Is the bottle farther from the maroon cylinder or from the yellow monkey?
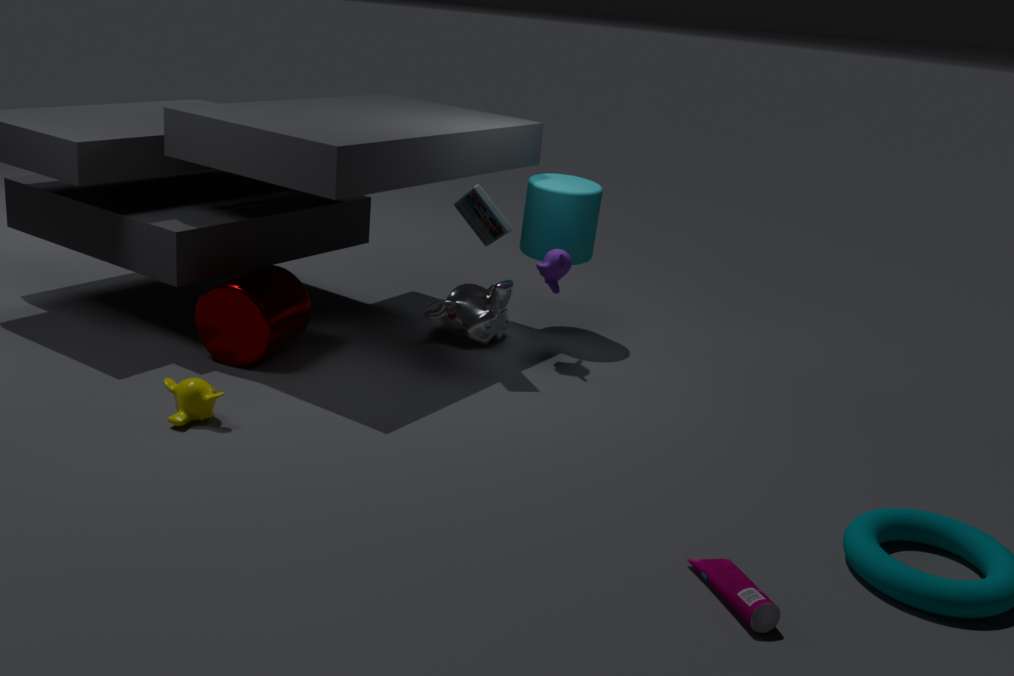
the maroon cylinder
